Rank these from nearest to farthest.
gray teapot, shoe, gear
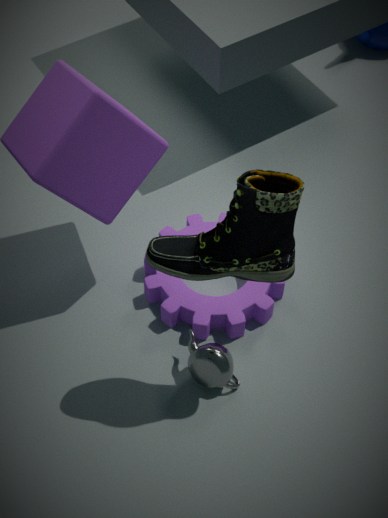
shoe → gray teapot → gear
